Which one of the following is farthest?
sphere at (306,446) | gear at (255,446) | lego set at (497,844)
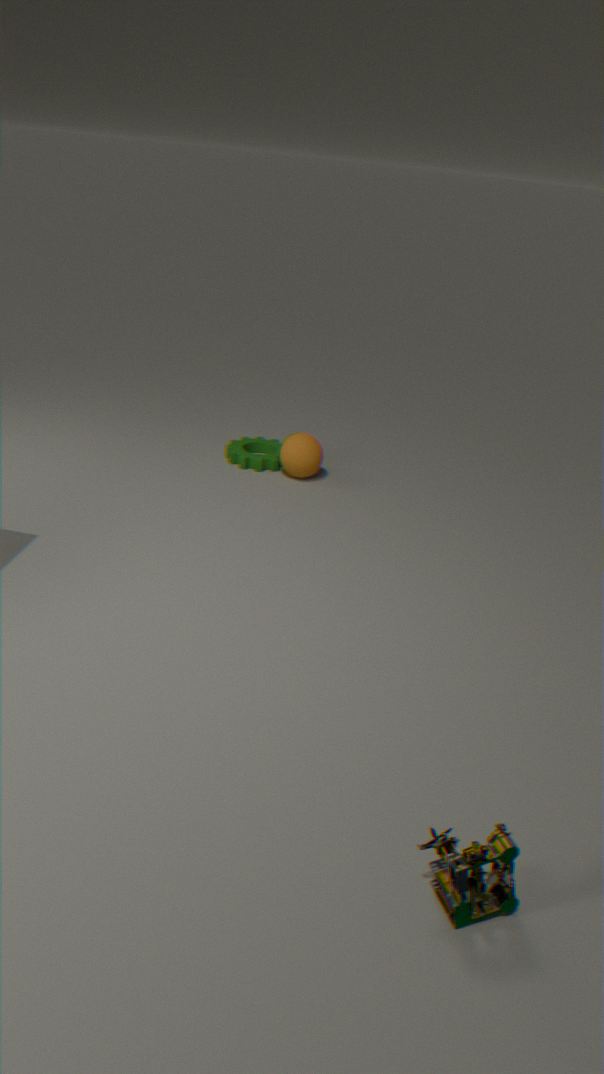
gear at (255,446)
